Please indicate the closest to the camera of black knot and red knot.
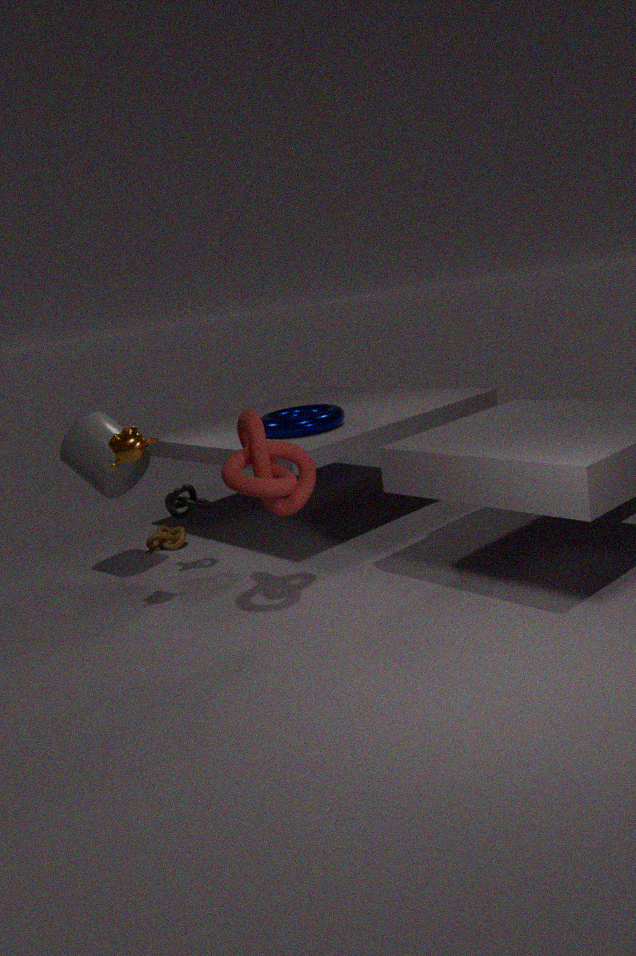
red knot
